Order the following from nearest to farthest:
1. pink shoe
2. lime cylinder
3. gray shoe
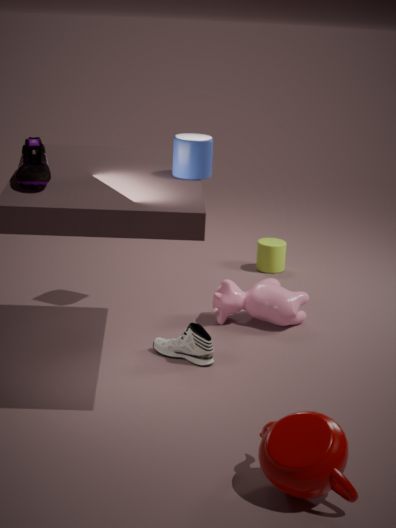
1. pink shoe
2. gray shoe
3. lime cylinder
